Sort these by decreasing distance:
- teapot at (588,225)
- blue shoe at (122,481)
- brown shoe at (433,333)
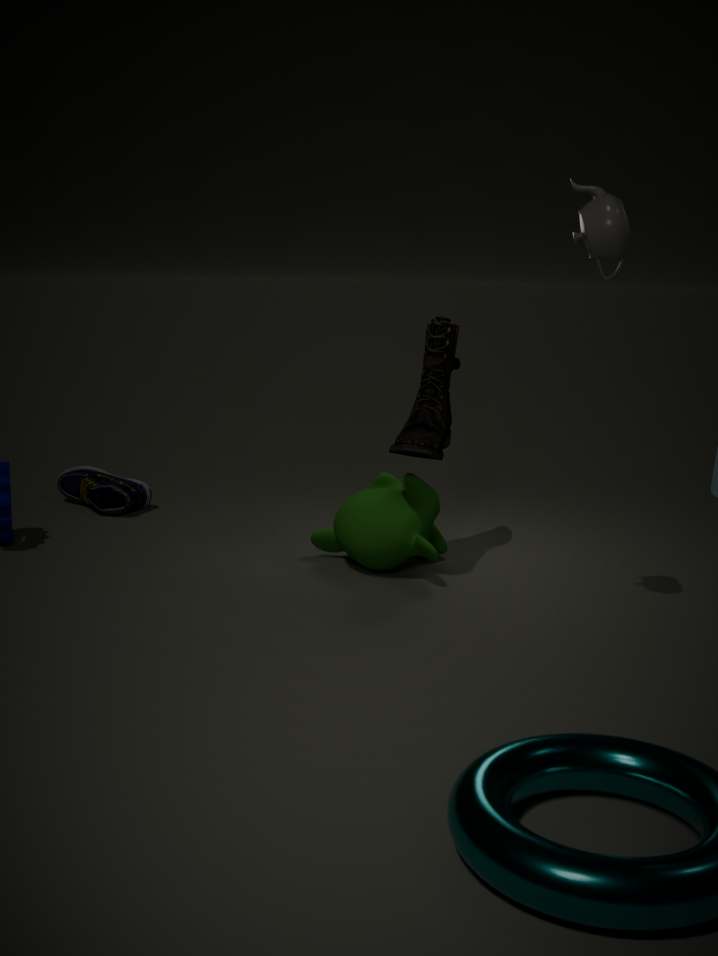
blue shoe at (122,481) → brown shoe at (433,333) → teapot at (588,225)
